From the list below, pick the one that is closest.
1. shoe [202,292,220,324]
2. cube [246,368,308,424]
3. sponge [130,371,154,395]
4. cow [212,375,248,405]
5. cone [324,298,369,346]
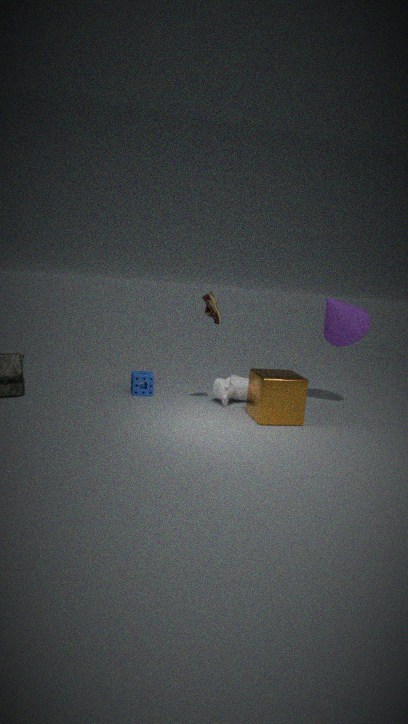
cube [246,368,308,424]
